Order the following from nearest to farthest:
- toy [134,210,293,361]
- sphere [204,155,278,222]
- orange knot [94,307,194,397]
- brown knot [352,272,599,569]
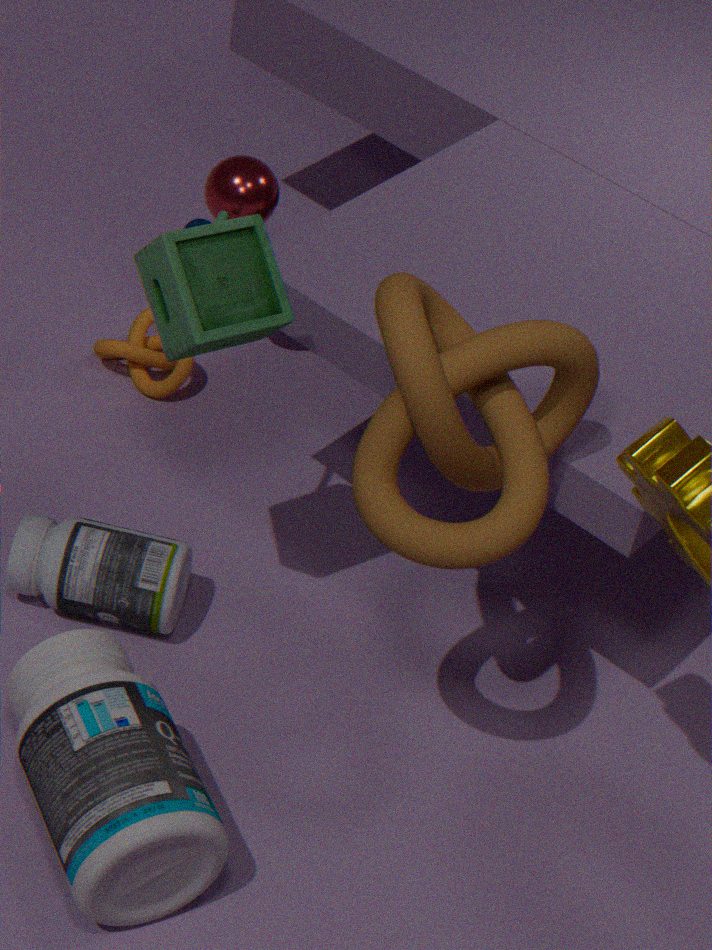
brown knot [352,272,599,569] → toy [134,210,293,361] → sphere [204,155,278,222] → orange knot [94,307,194,397]
